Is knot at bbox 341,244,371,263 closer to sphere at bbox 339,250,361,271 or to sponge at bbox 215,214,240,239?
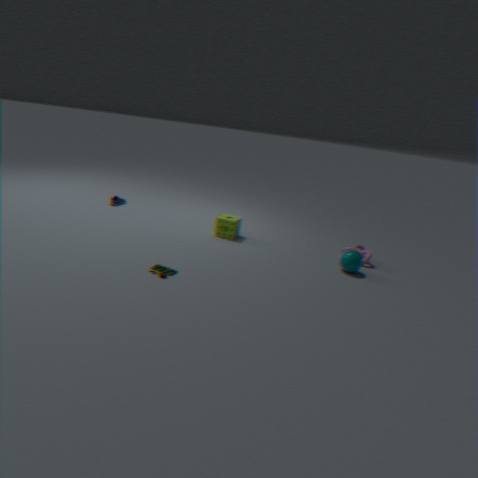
sphere at bbox 339,250,361,271
